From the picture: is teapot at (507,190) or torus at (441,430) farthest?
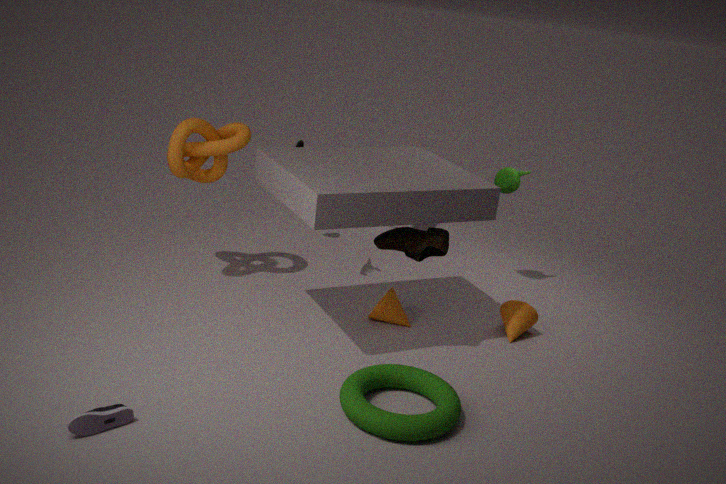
teapot at (507,190)
